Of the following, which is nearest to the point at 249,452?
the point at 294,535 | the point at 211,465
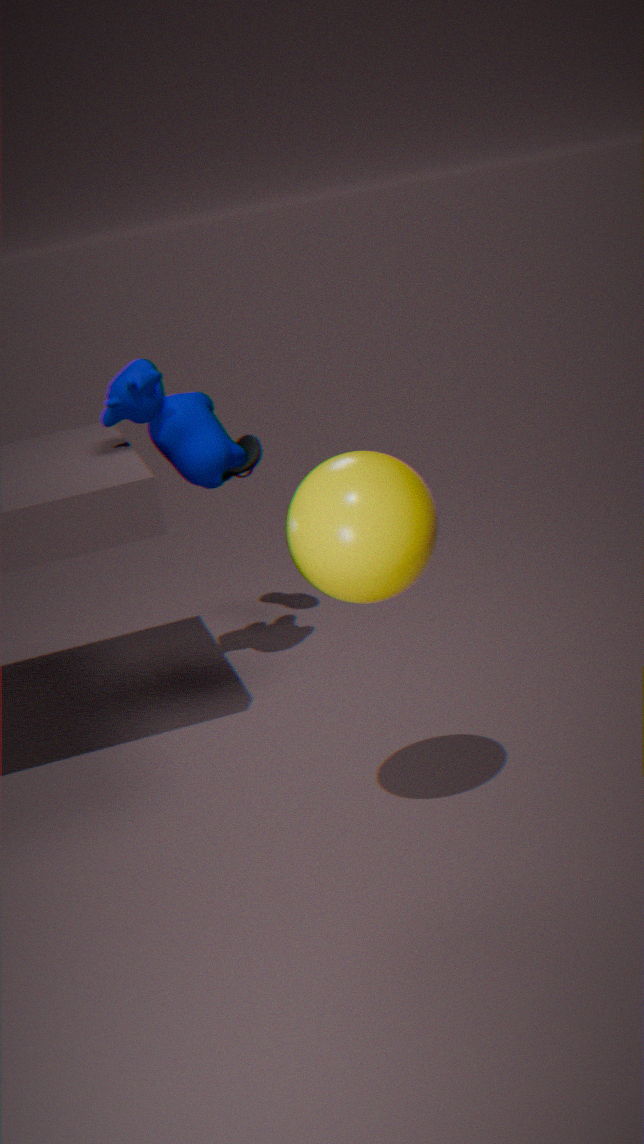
the point at 211,465
